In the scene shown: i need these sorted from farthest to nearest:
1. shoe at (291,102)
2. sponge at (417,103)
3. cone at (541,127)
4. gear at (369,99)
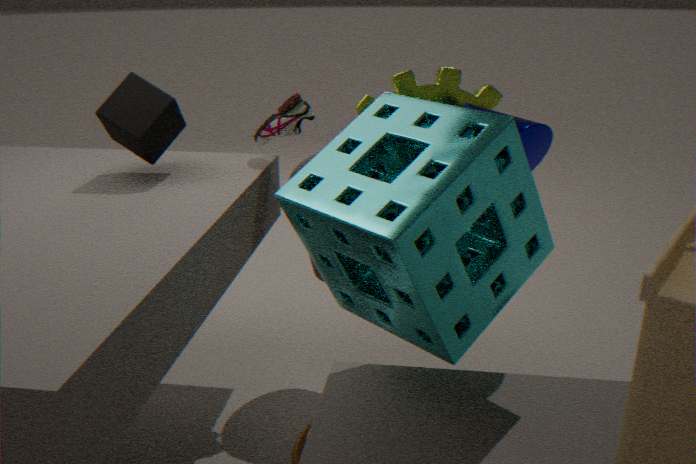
shoe at (291,102), gear at (369,99), cone at (541,127), sponge at (417,103)
